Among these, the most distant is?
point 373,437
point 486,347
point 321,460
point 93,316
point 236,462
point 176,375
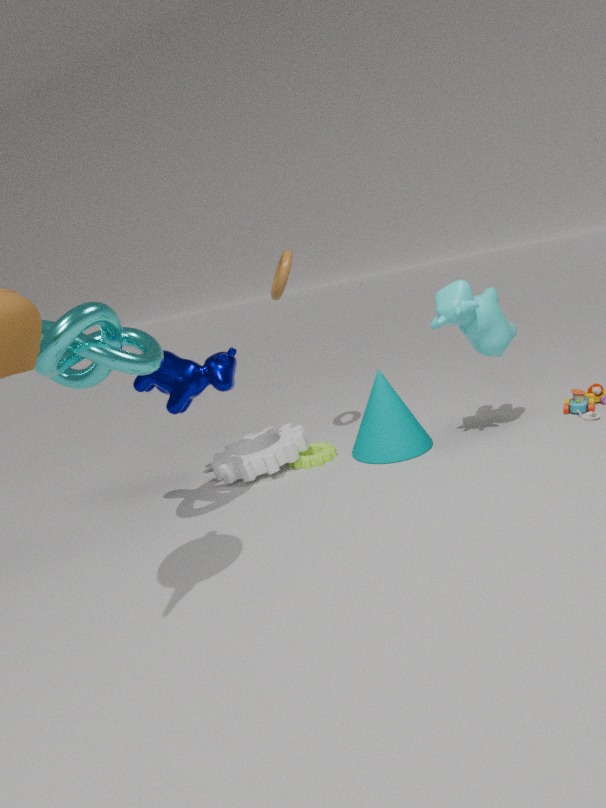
point 321,460
